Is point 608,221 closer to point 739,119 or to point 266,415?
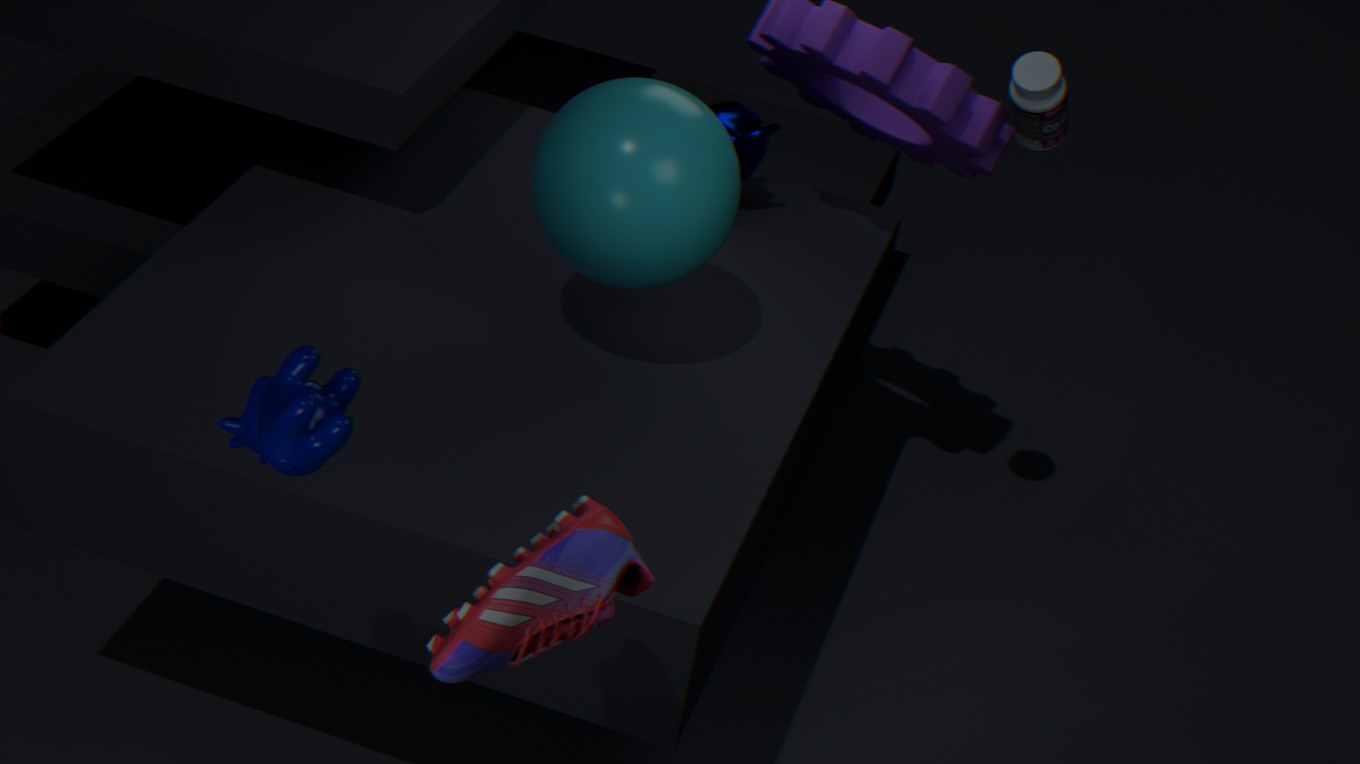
point 739,119
